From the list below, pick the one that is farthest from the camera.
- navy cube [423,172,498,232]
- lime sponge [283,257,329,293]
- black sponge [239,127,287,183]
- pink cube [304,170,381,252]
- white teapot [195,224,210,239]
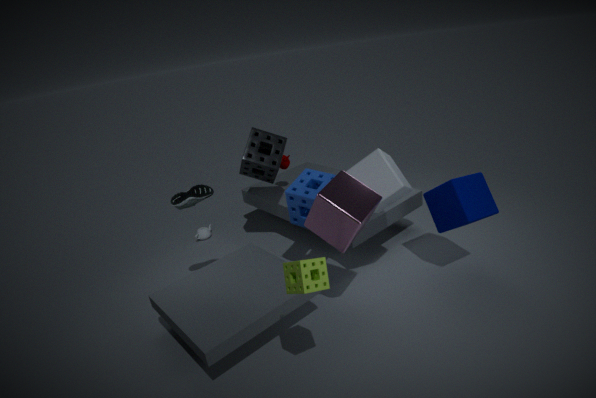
white teapot [195,224,210,239]
